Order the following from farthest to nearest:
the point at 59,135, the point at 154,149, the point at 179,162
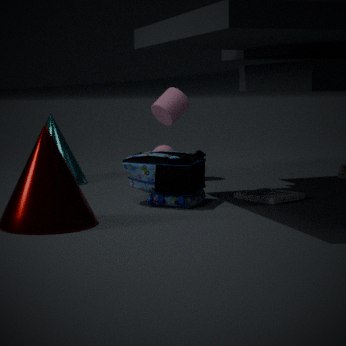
the point at 154,149 → the point at 59,135 → the point at 179,162
